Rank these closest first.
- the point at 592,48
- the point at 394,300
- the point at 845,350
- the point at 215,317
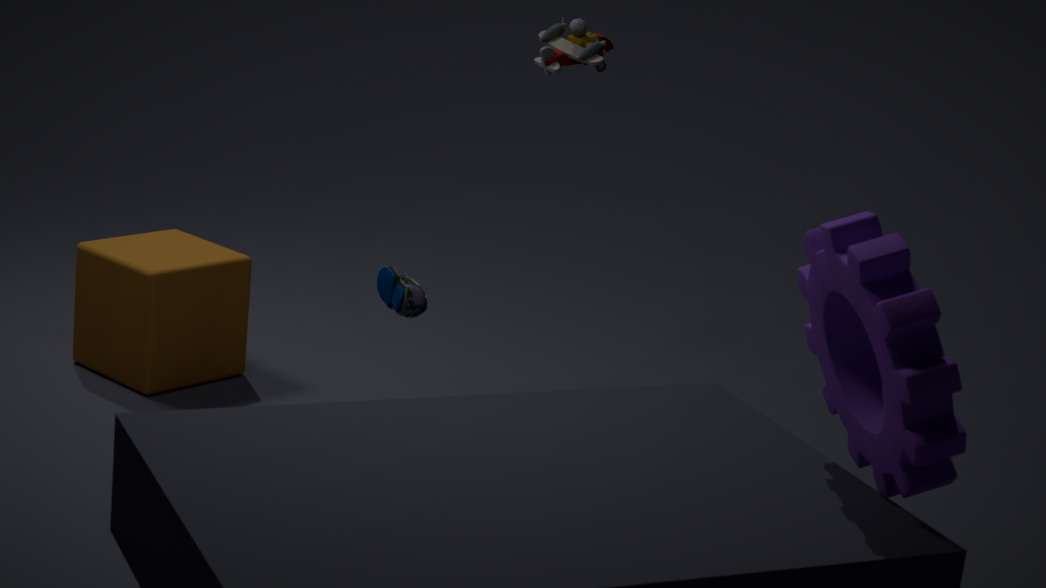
the point at 845,350 → the point at 394,300 → the point at 592,48 → the point at 215,317
